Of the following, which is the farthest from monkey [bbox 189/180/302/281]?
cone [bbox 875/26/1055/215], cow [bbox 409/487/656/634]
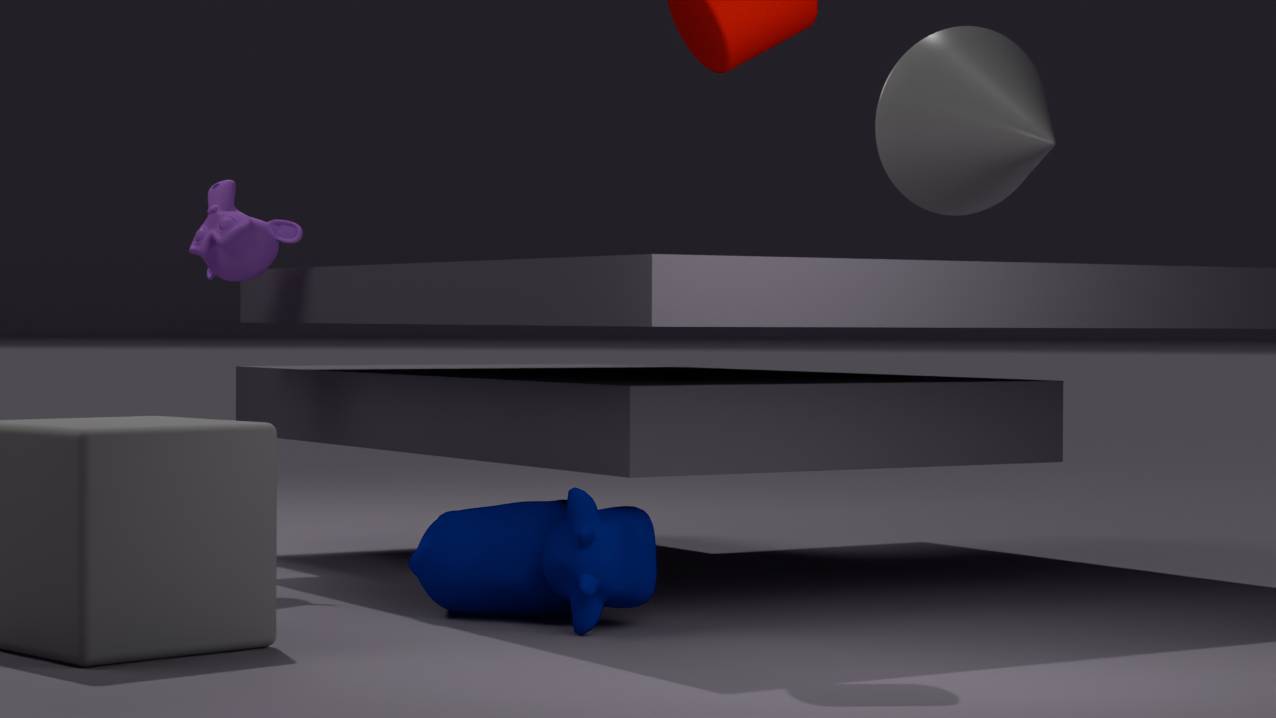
cone [bbox 875/26/1055/215]
